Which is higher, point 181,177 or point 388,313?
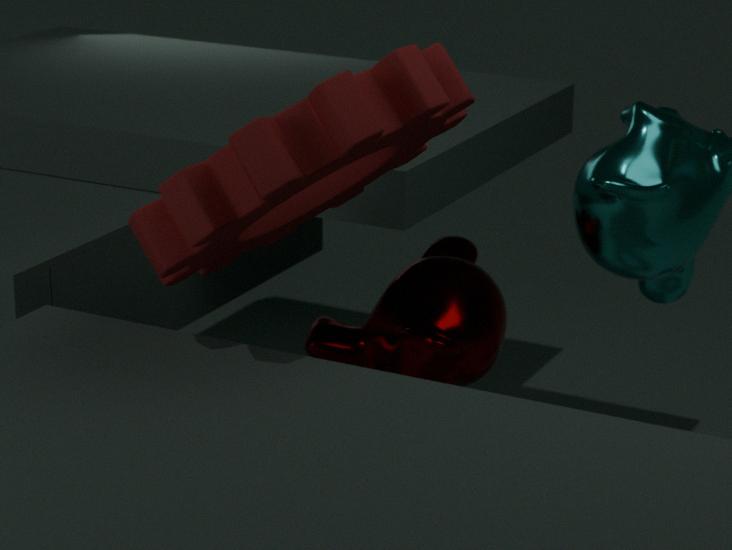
point 181,177
